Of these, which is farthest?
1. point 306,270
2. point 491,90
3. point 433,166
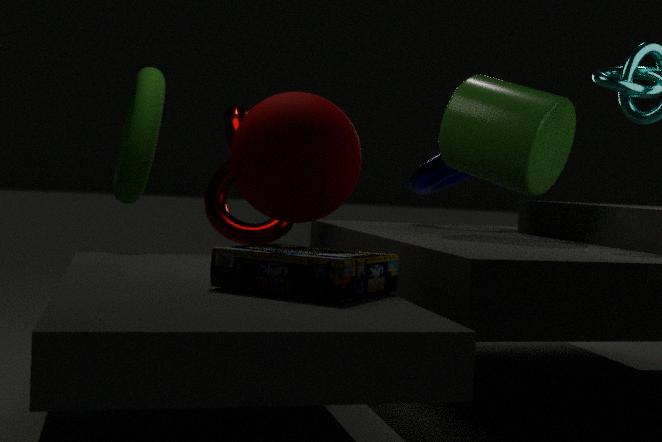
point 433,166
